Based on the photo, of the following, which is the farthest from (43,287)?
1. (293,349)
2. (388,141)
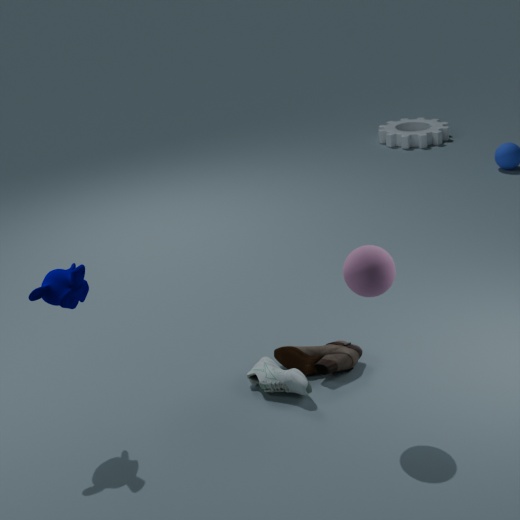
(388,141)
